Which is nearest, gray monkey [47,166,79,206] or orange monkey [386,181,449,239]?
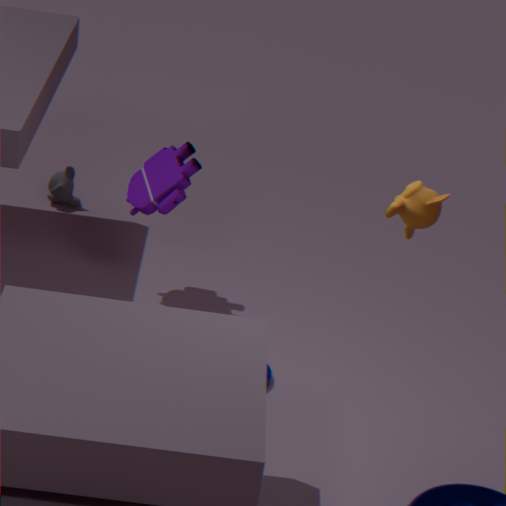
orange monkey [386,181,449,239]
